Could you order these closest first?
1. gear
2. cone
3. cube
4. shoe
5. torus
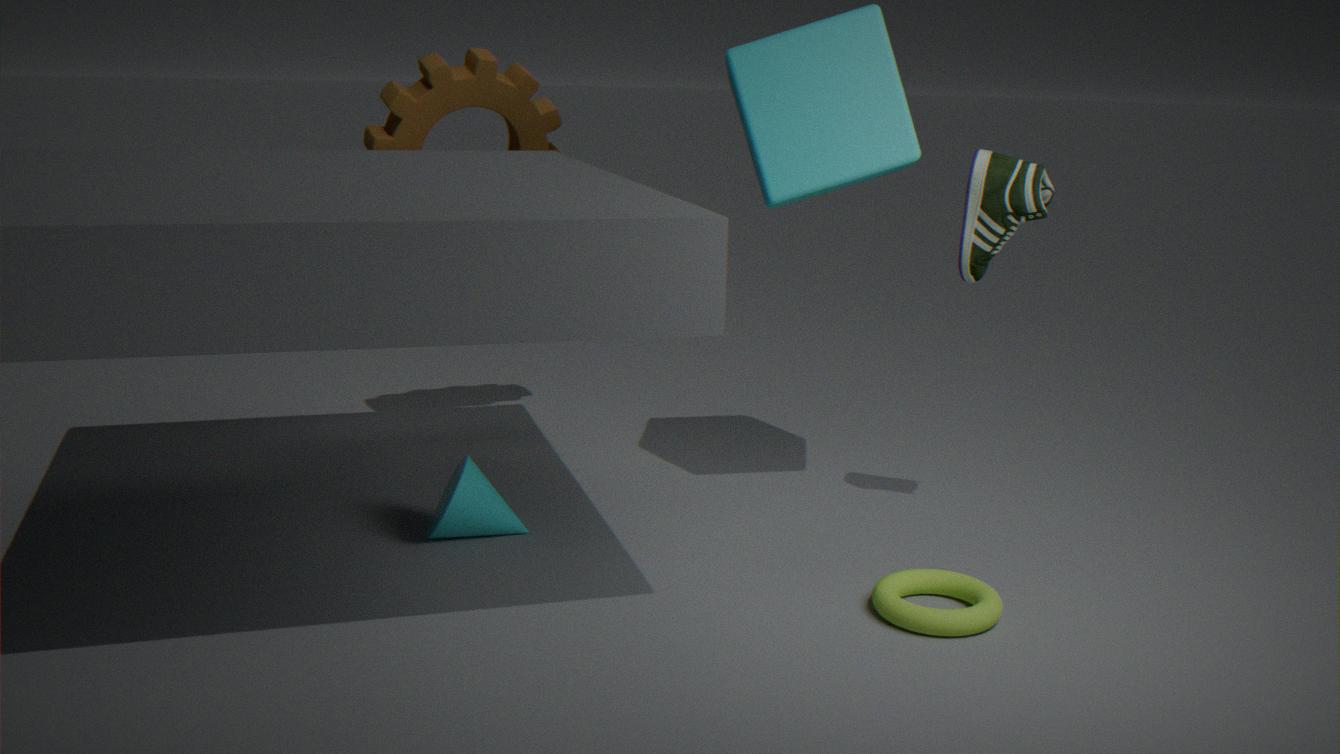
torus
shoe
cube
cone
gear
